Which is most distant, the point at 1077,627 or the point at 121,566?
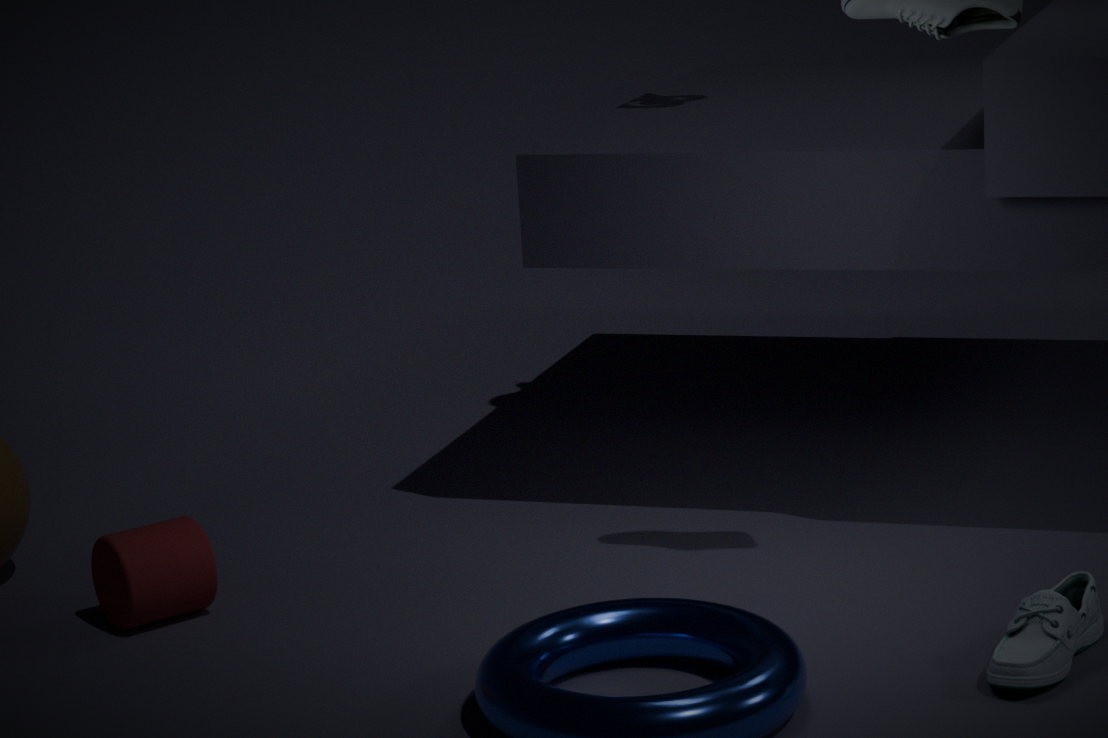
the point at 121,566
